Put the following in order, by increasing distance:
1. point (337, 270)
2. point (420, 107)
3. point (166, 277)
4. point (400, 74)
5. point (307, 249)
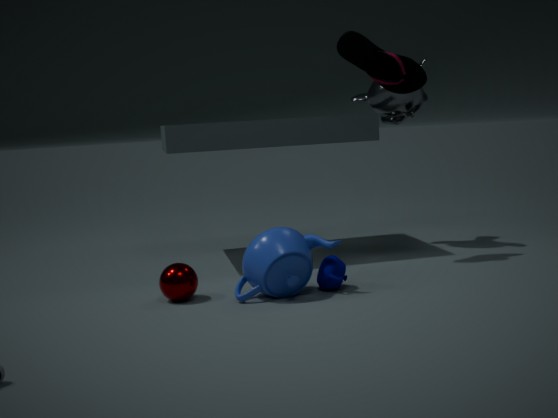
1. point (307, 249)
2. point (166, 277)
3. point (337, 270)
4. point (400, 74)
5. point (420, 107)
